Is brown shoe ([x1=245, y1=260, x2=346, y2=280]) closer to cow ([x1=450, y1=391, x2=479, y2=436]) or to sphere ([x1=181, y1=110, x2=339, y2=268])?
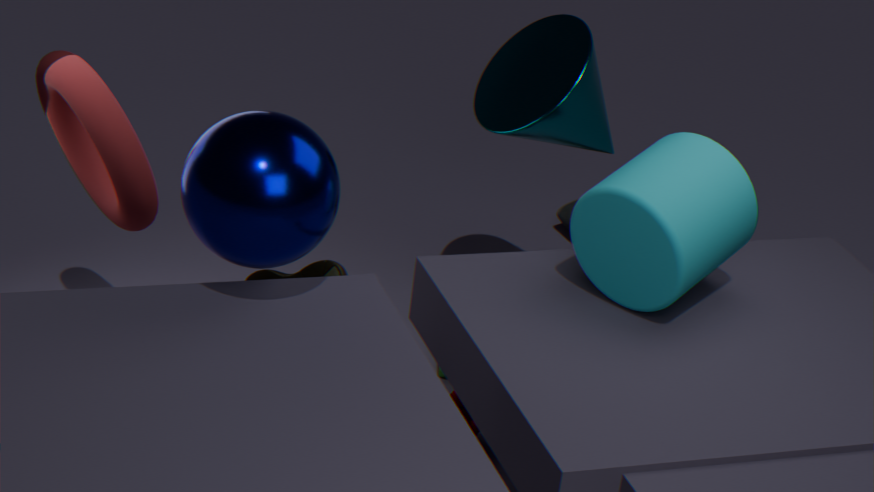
sphere ([x1=181, y1=110, x2=339, y2=268])
